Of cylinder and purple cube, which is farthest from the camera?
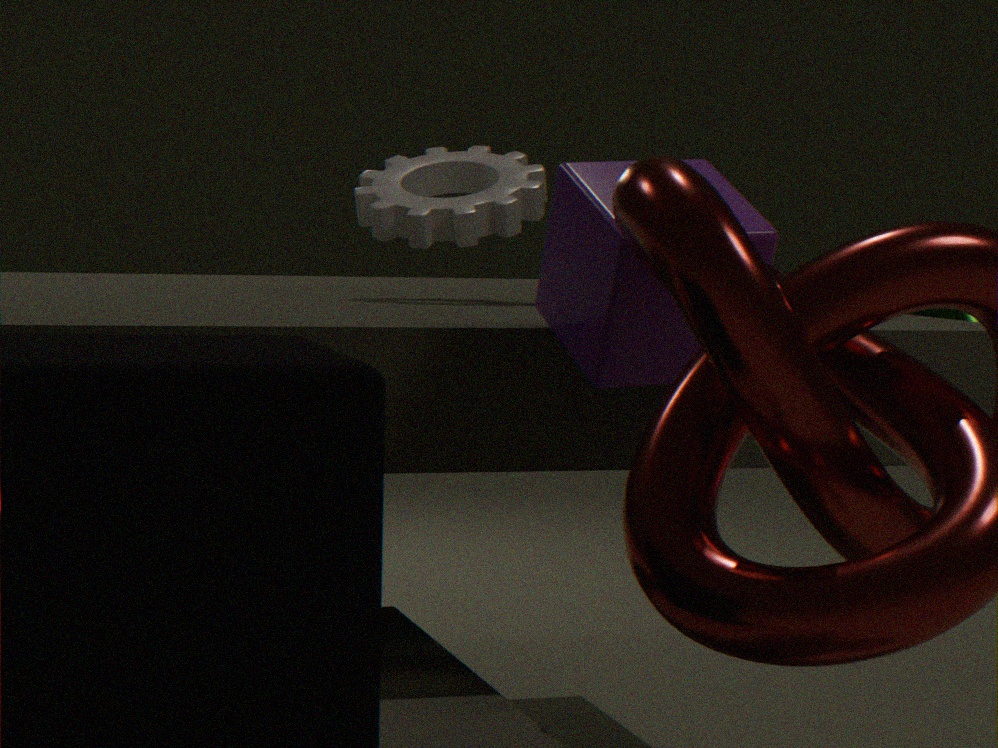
cylinder
